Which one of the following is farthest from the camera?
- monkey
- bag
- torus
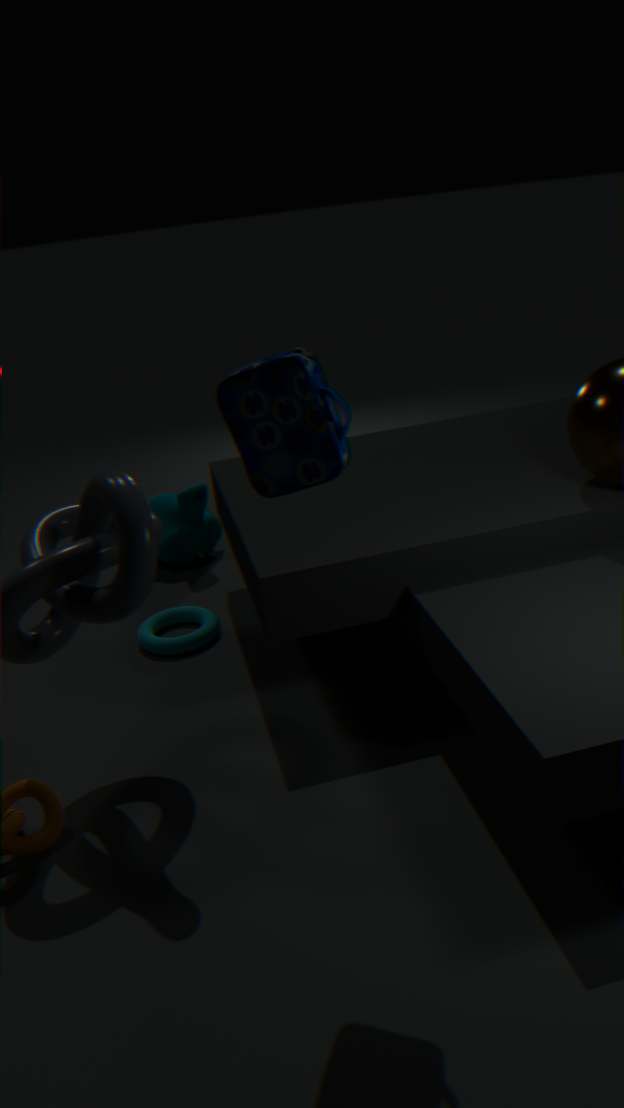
monkey
